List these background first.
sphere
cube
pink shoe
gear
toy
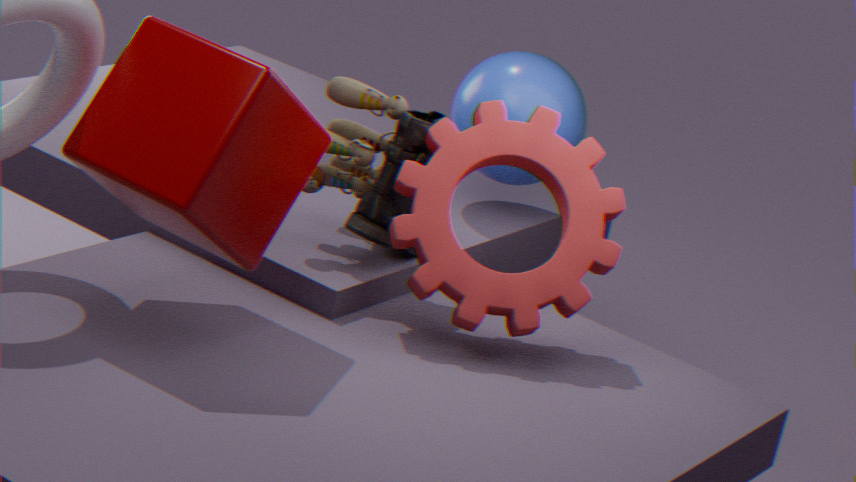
sphere
toy
pink shoe
gear
cube
